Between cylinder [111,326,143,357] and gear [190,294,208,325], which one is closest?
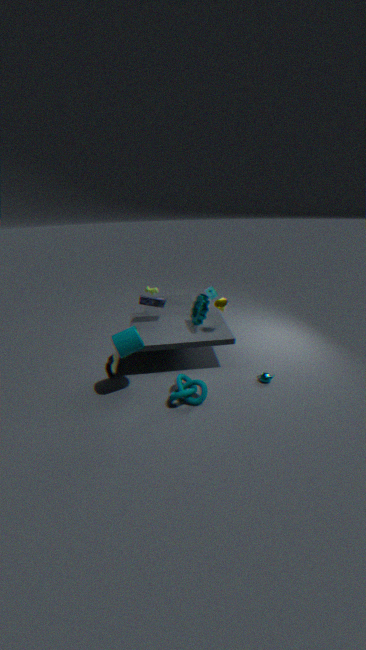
cylinder [111,326,143,357]
